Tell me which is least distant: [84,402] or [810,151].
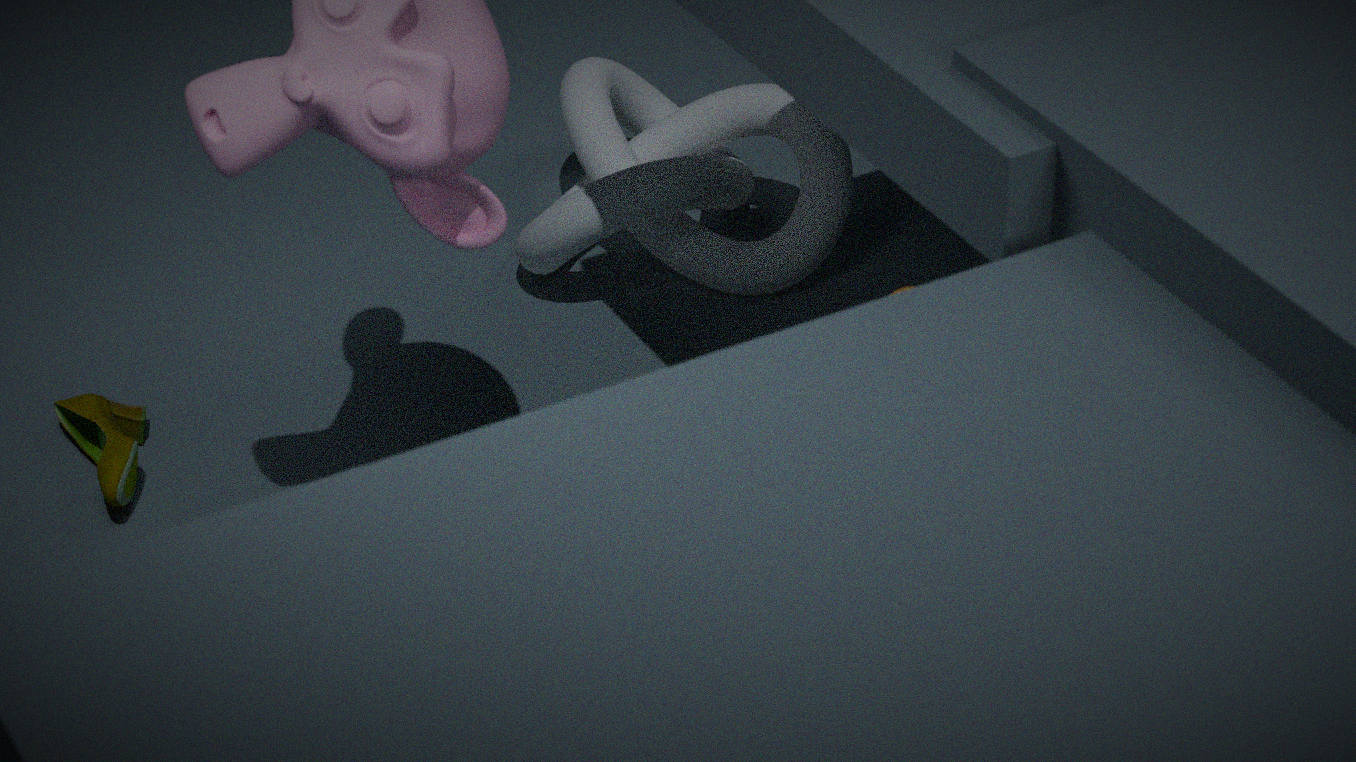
[84,402]
